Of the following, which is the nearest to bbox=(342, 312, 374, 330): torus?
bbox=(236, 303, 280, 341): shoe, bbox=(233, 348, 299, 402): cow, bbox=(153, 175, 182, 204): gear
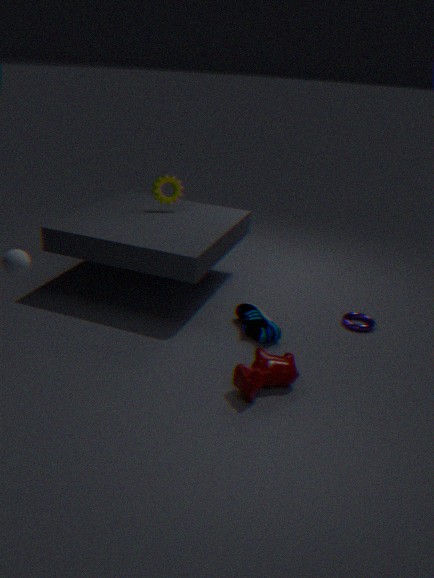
bbox=(236, 303, 280, 341): shoe
